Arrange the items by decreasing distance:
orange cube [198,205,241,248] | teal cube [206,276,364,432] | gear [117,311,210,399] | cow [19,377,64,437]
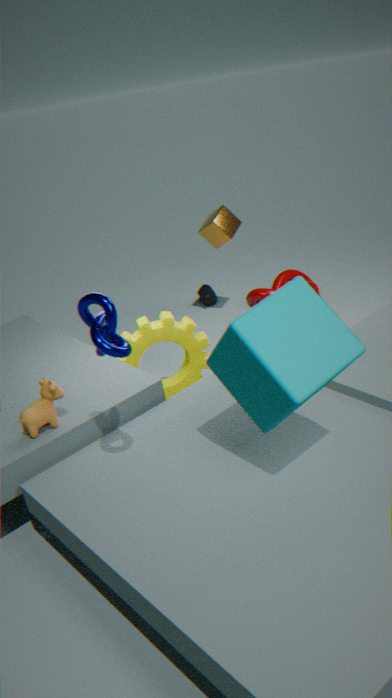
orange cube [198,205,241,248] → gear [117,311,210,399] → cow [19,377,64,437] → teal cube [206,276,364,432]
